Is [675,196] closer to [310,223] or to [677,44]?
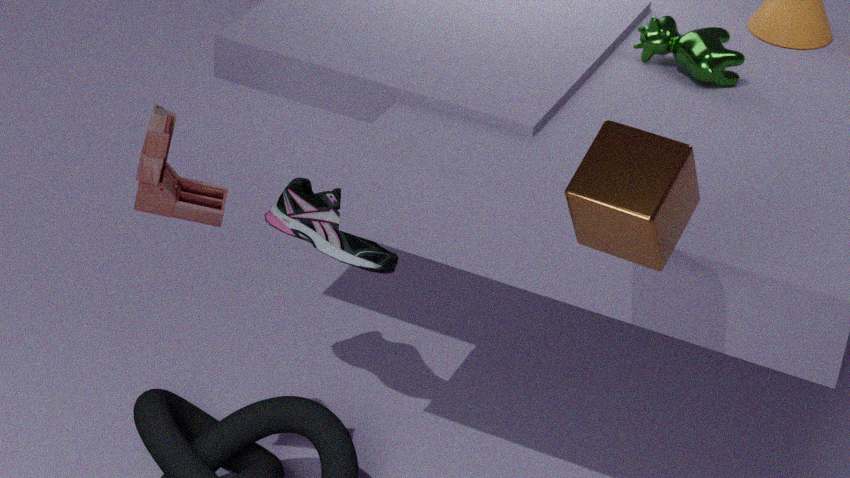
[677,44]
